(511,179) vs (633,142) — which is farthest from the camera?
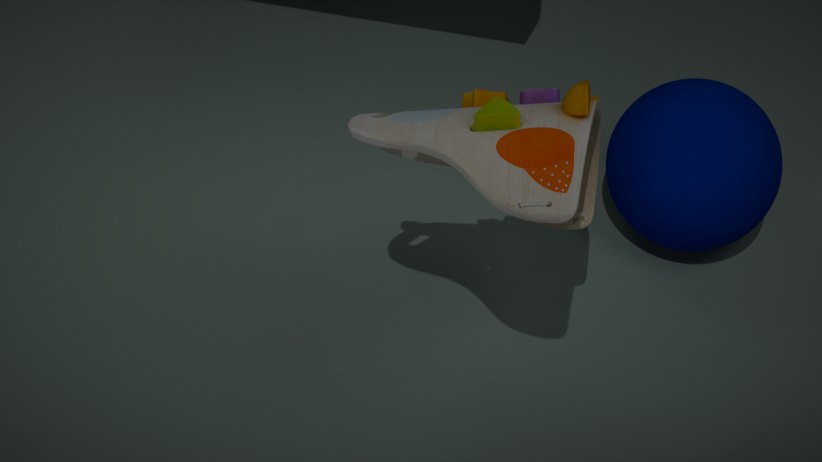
(633,142)
